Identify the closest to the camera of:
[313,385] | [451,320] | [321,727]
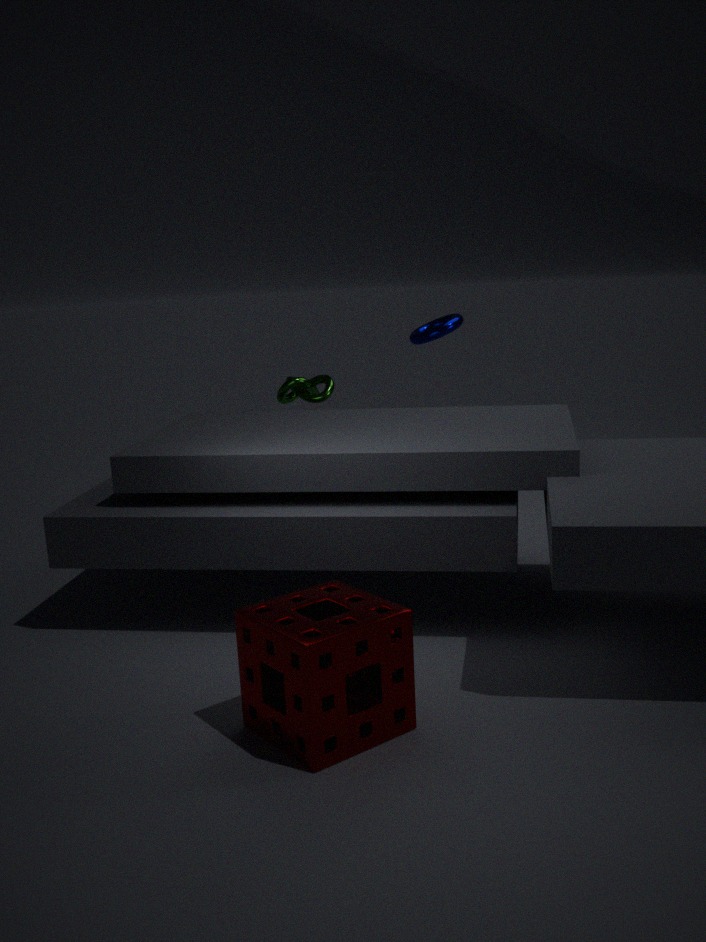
[321,727]
